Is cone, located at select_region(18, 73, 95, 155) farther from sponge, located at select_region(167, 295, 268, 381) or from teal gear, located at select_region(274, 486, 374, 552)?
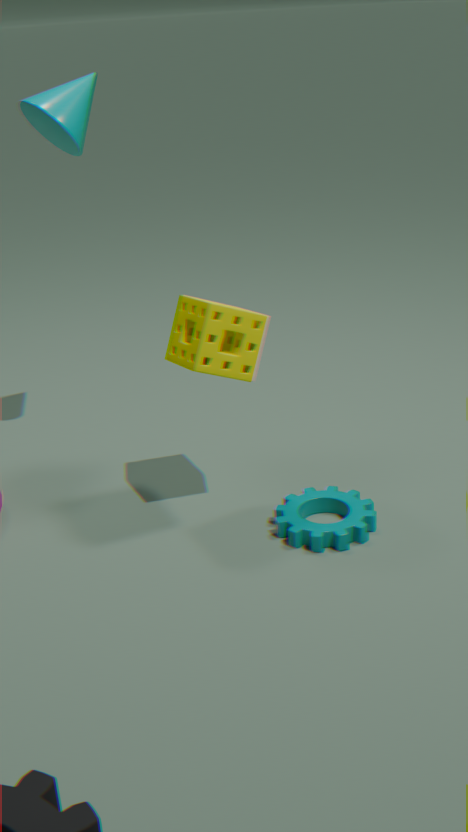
teal gear, located at select_region(274, 486, 374, 552)
